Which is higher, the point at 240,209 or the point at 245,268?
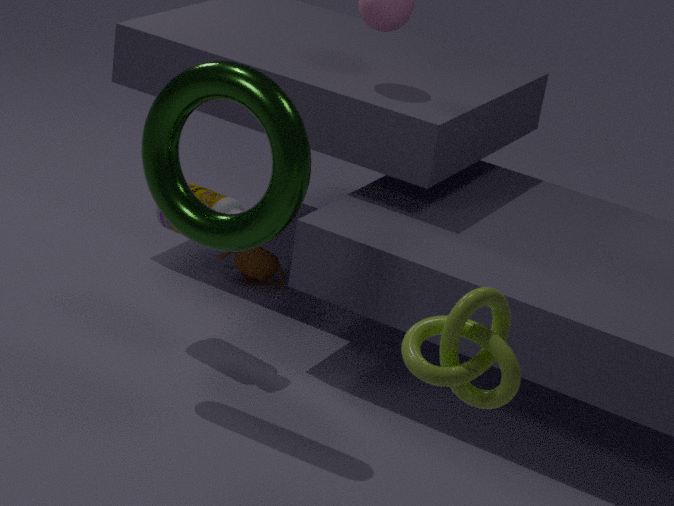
the point at 240,209
